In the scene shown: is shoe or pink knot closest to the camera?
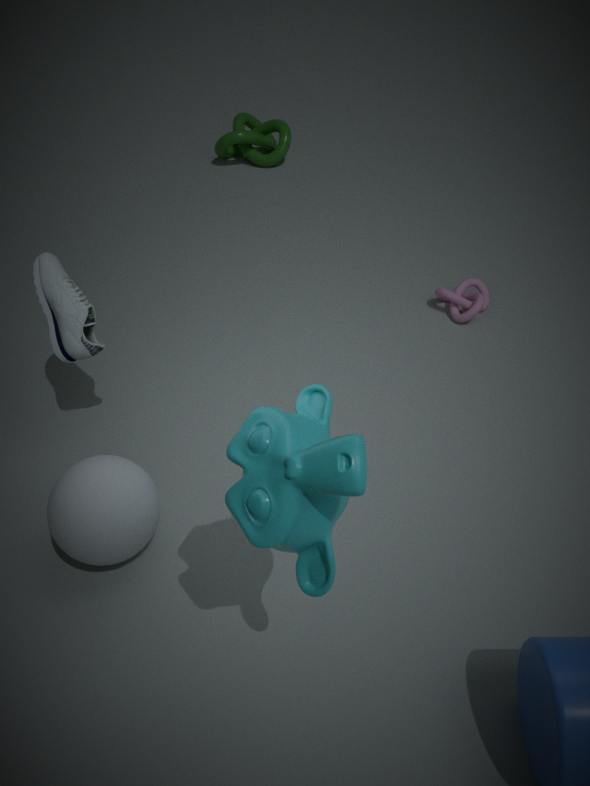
shoe
